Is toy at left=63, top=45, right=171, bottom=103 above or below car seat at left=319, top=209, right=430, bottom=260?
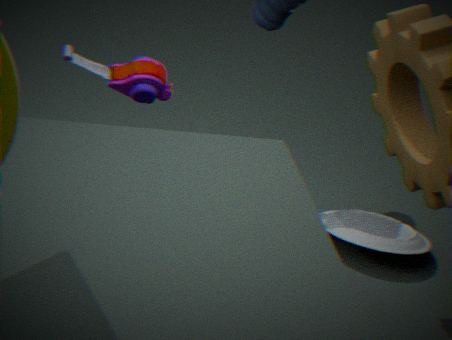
above
